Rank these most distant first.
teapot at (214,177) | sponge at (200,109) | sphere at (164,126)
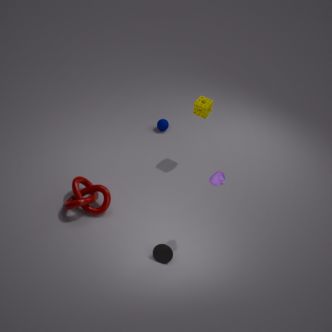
sphere at (164,126) < sponge at (200,109) < teapot at (214,177)
